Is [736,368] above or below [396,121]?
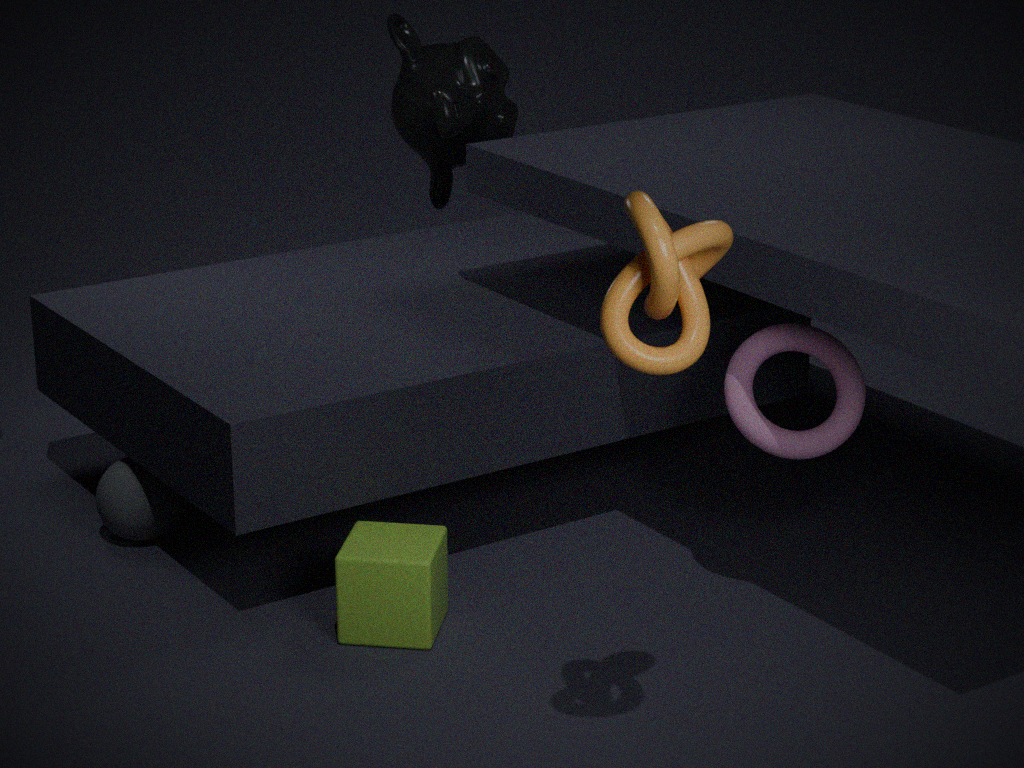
below
